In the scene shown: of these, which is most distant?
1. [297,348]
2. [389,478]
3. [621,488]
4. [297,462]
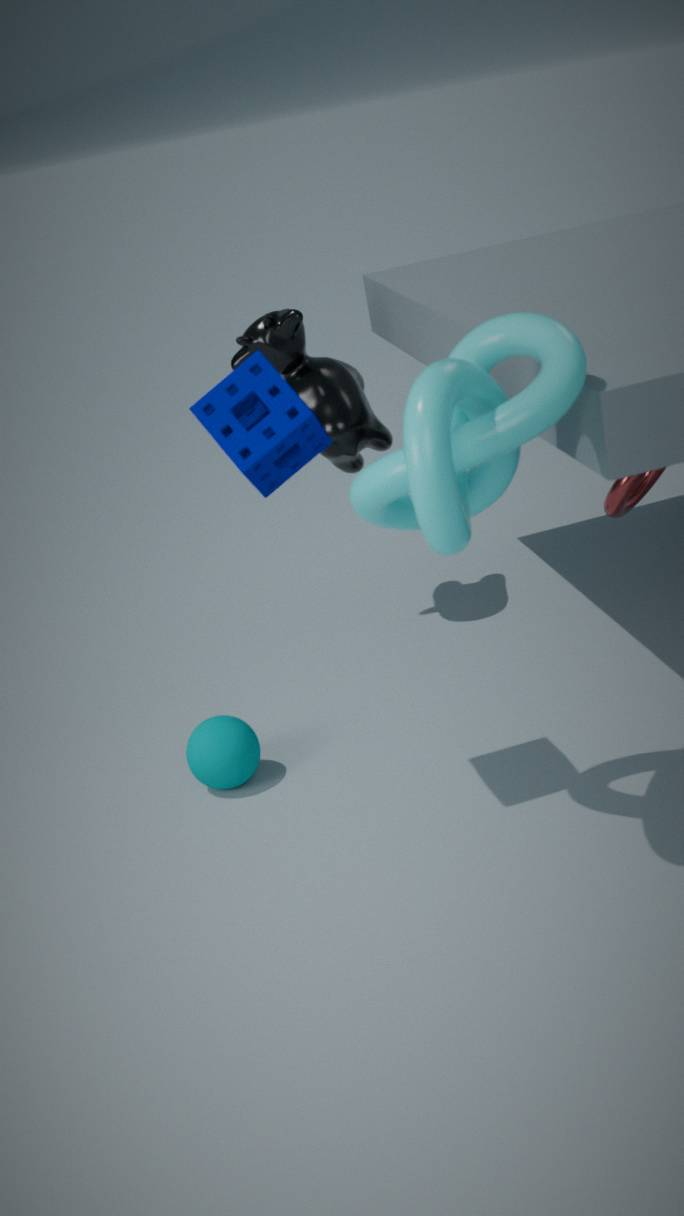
[297,348]
